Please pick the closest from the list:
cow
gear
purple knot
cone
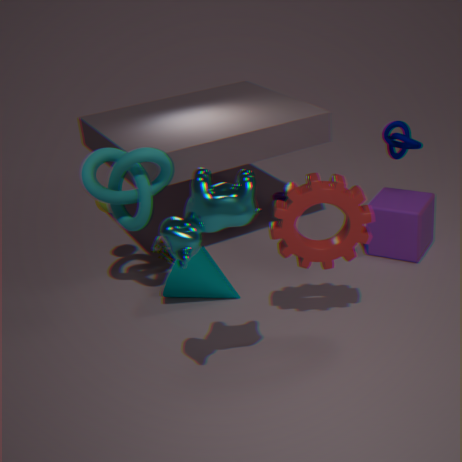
cow
